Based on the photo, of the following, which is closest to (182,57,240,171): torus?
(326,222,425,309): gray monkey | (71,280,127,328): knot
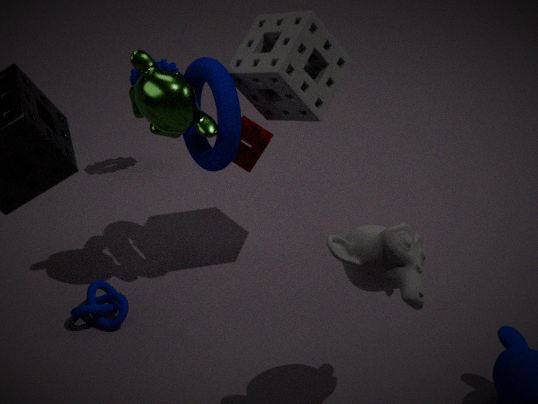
(71,280,127,328): knot
